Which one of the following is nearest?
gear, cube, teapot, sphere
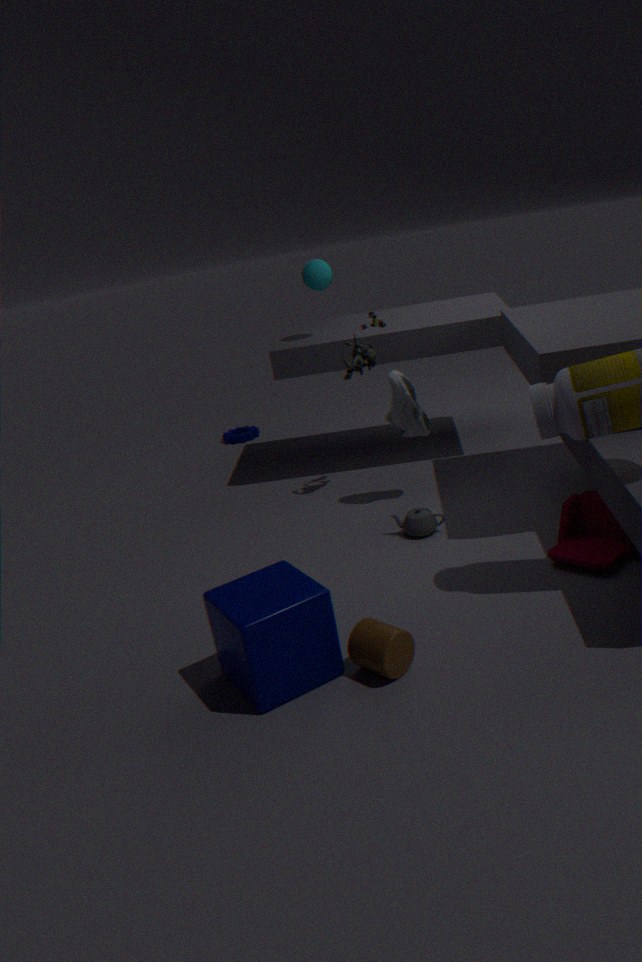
cube
